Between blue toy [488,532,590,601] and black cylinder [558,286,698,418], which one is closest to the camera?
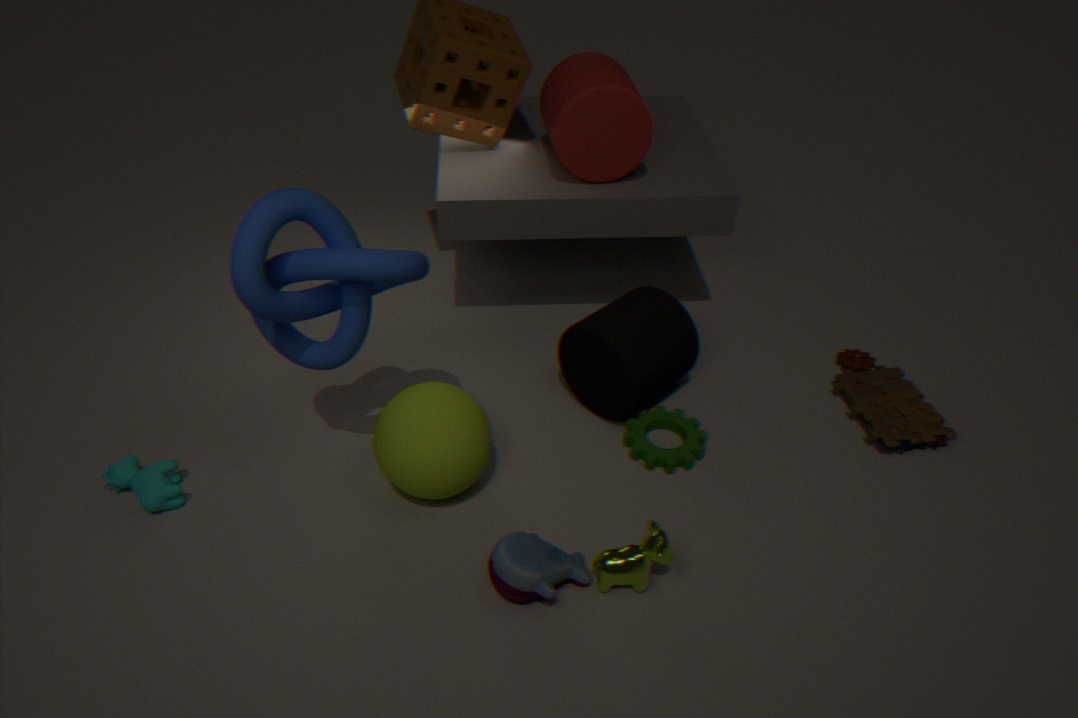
blue toy [488,532,590,601]
